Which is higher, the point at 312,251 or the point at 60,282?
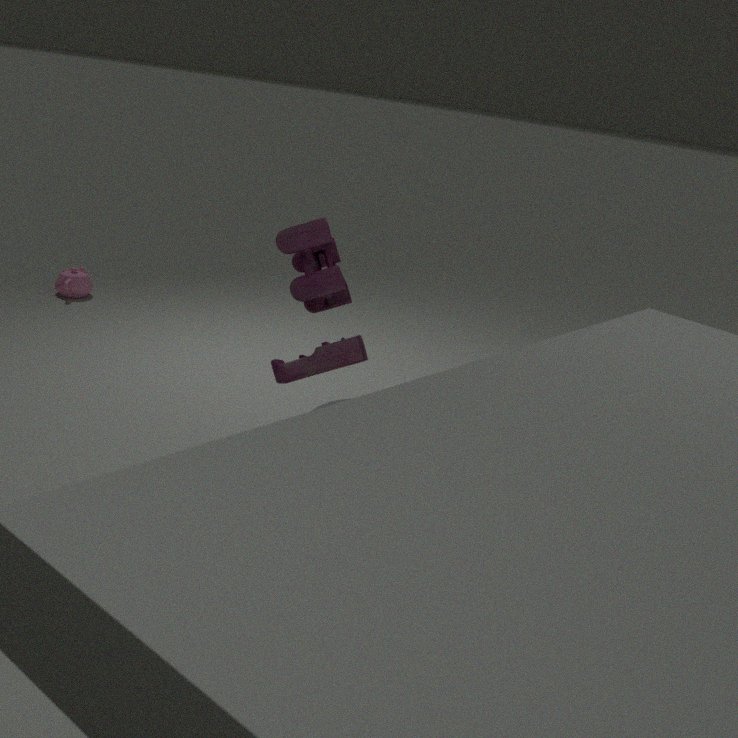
the point at 312,251
